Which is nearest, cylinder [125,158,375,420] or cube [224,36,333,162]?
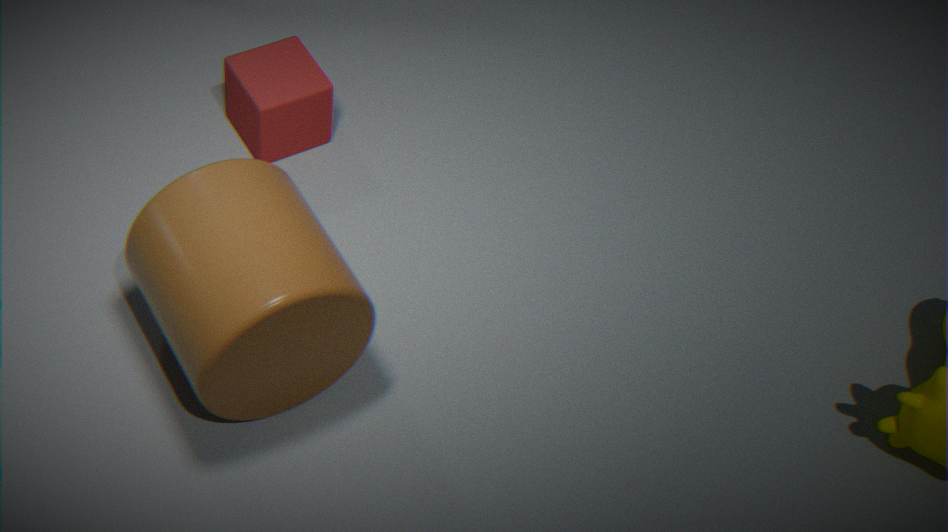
cylinder [125,158,375,420]
